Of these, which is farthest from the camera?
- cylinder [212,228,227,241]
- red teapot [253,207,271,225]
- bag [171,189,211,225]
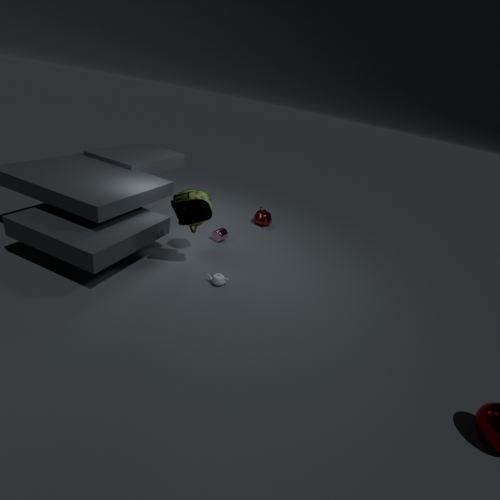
red teapot [253,207,271,225]
